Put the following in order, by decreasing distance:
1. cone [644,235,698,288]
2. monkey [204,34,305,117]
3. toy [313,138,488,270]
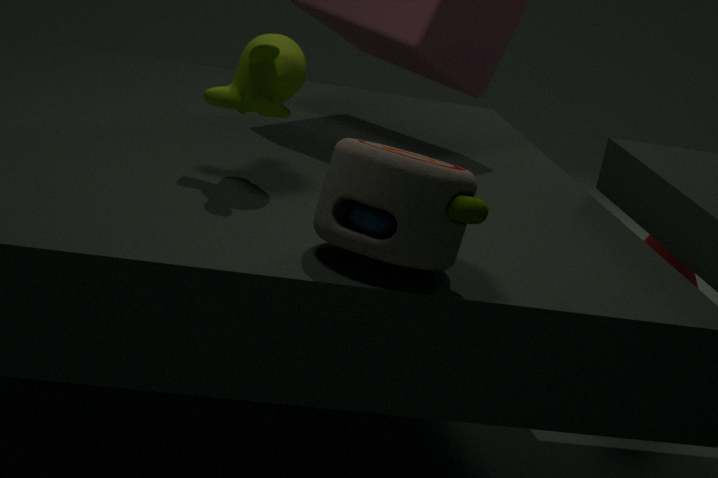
cone [644,235,698,288] → monkey [204,34,305,117] → toy [313,138,488,270]
